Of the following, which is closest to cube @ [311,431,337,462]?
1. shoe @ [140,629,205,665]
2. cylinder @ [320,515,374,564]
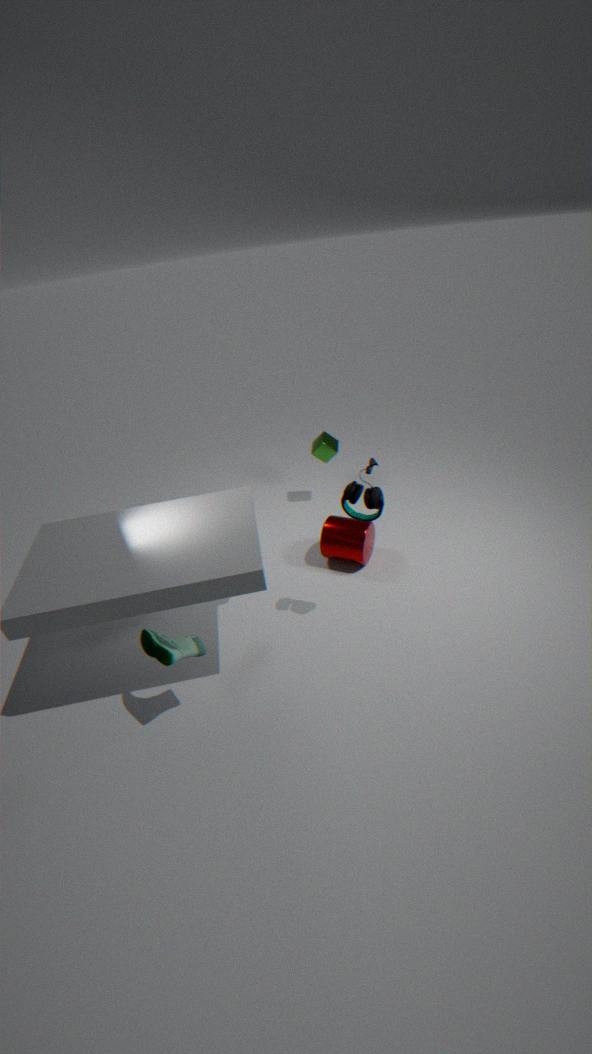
cylinder @ [320,515,374,564]
